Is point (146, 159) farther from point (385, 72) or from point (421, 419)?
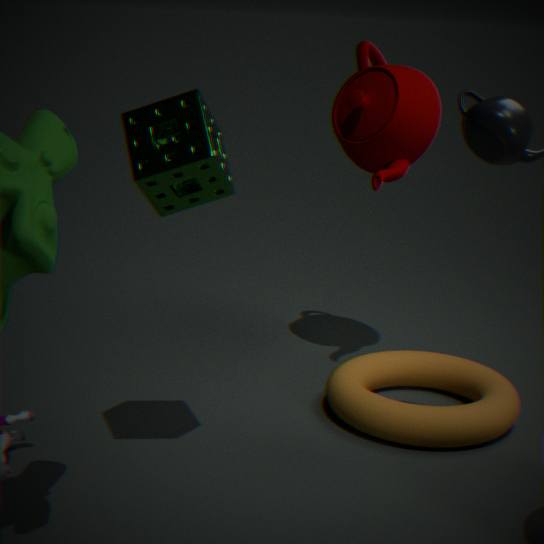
point (421, 419)
